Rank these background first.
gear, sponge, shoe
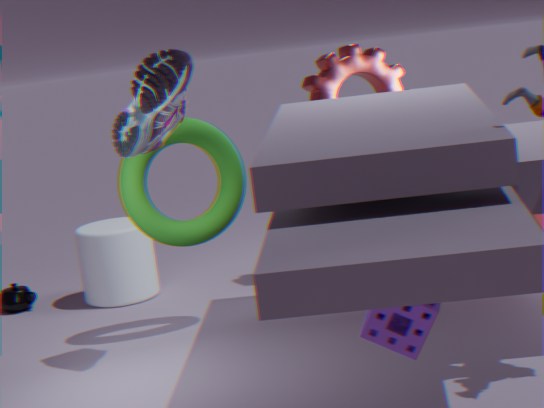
gear, shoe, sponge
